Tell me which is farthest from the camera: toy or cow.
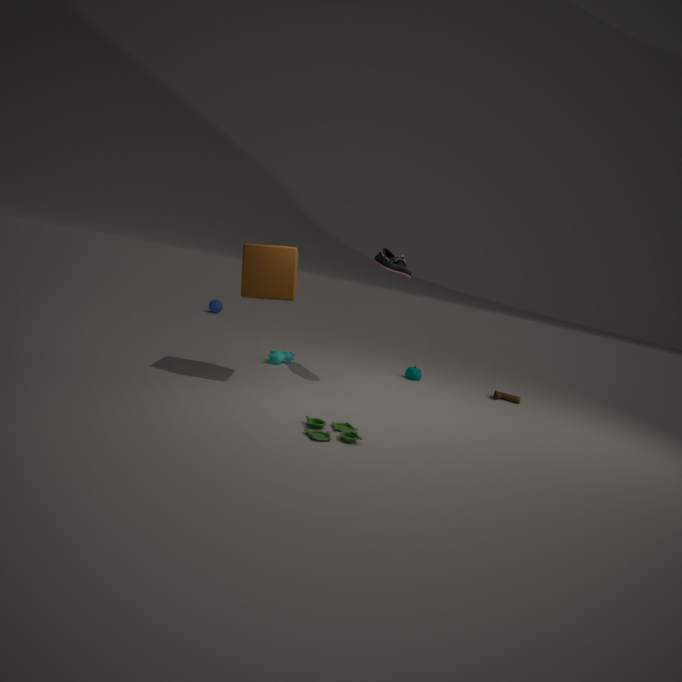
cow
